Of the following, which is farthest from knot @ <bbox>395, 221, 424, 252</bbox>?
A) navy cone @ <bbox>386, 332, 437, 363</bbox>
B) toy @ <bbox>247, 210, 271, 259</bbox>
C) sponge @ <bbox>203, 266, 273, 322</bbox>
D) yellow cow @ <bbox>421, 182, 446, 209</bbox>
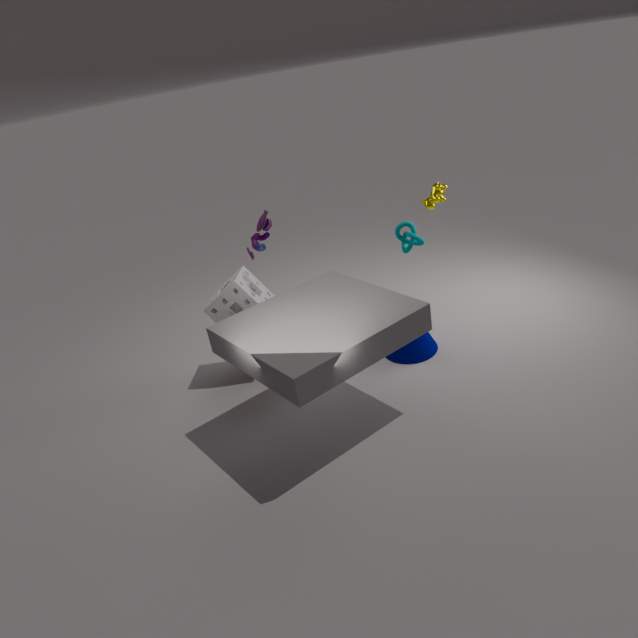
toy @ <bbox>247, 210, 271, 259</bbox>
